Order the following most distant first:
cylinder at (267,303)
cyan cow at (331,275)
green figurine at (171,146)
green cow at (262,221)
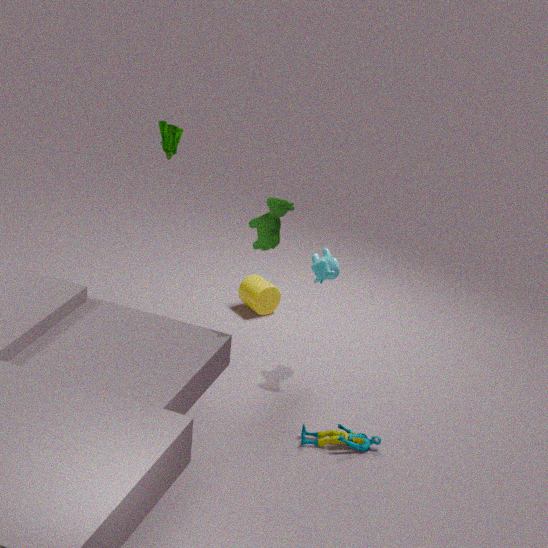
cylinder at (267,303) → cyan cow at (331,275) → green figurine at (171,146) → green cow at (262,221)
